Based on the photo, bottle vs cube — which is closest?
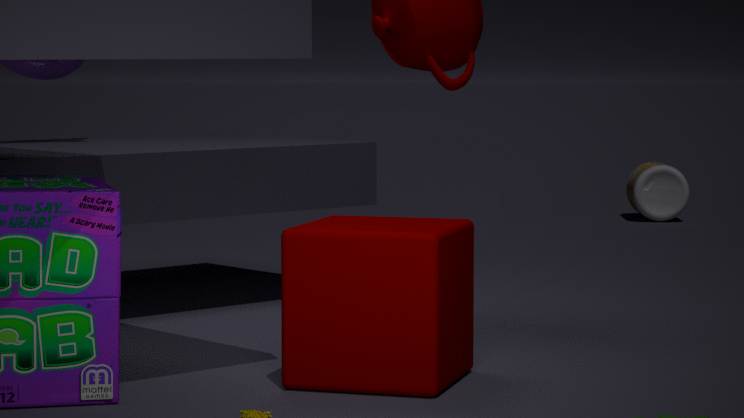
cube
